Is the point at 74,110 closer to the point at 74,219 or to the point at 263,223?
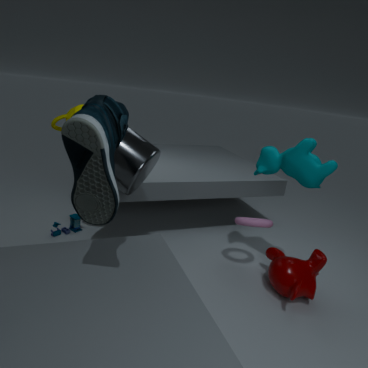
the point at 74,219
